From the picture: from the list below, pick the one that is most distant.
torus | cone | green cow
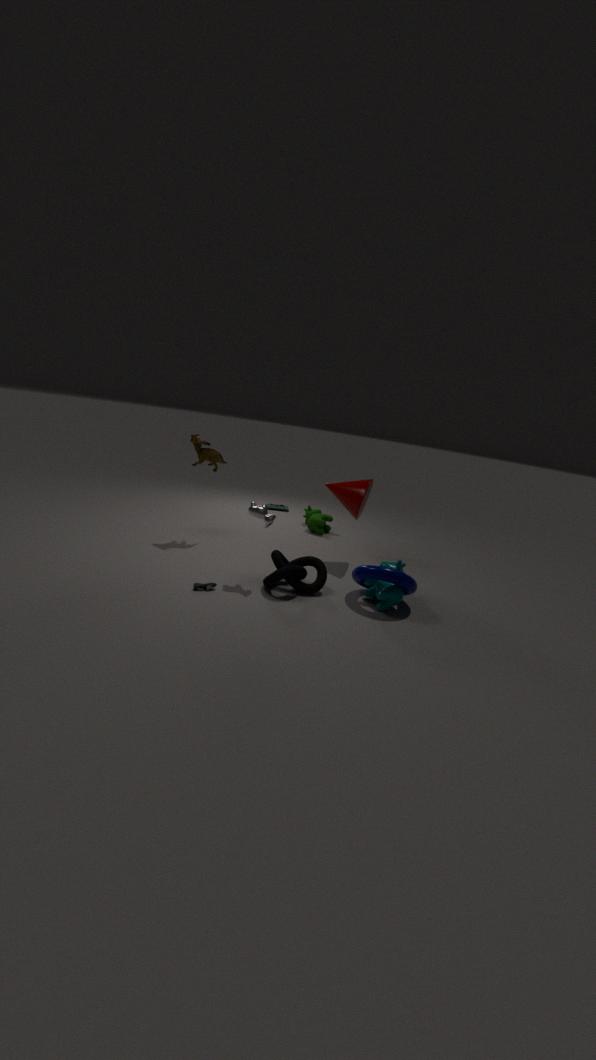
green cow
